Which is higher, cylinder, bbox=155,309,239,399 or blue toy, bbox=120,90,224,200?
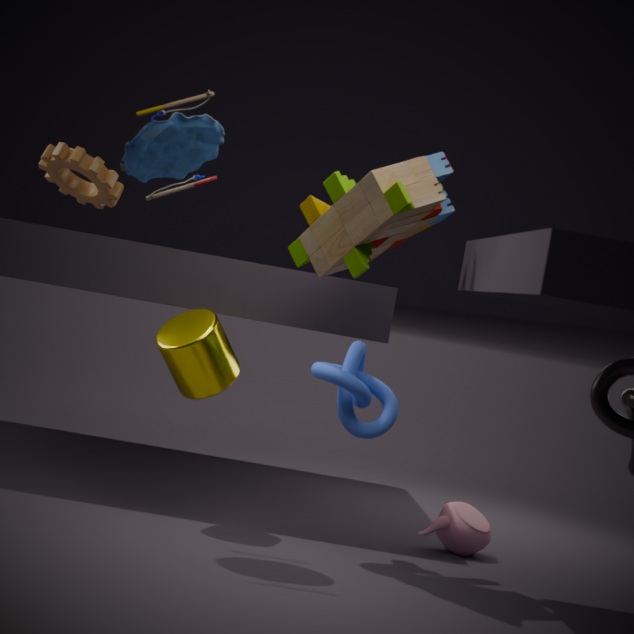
blue toy, bbox=120,90,224,200
